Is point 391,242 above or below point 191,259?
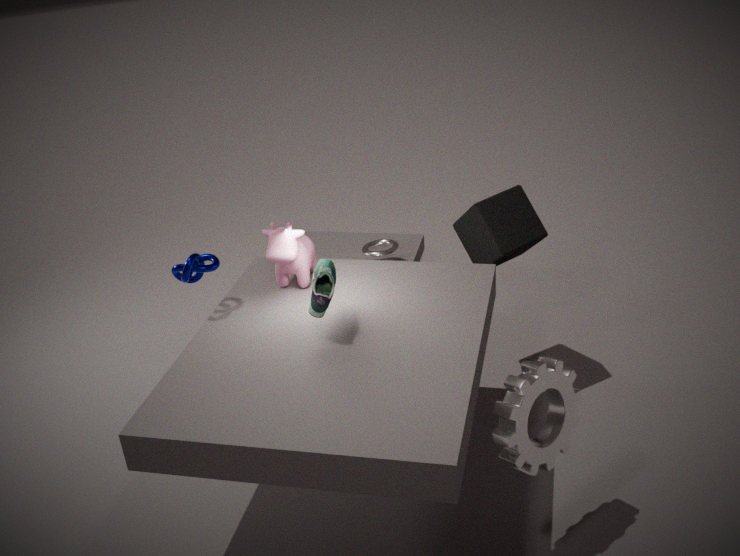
below
